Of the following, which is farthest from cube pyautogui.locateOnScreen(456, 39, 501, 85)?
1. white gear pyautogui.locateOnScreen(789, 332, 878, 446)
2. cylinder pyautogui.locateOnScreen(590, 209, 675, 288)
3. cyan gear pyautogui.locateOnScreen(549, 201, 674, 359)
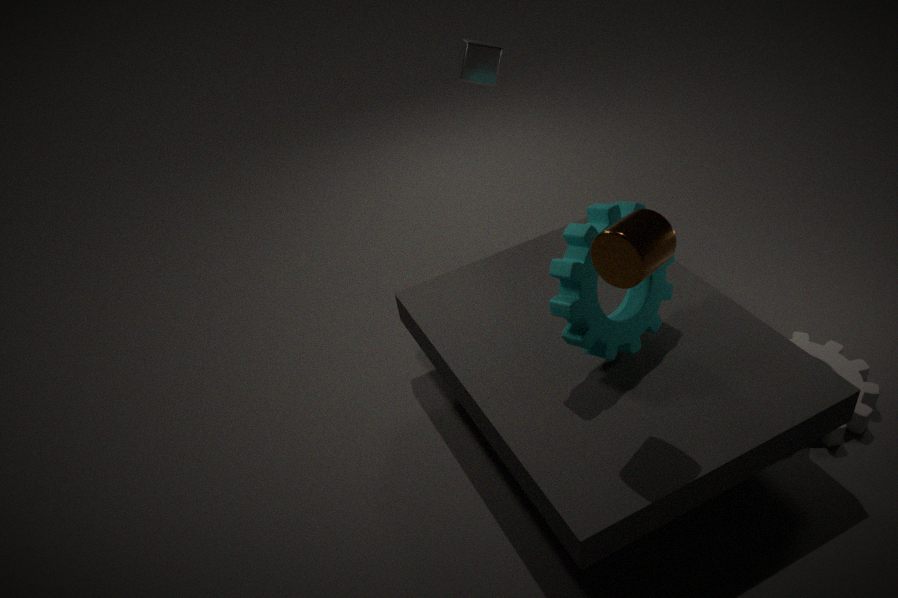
white gear pyautogui.locateOnScreen(789, 332, 878, 446)
